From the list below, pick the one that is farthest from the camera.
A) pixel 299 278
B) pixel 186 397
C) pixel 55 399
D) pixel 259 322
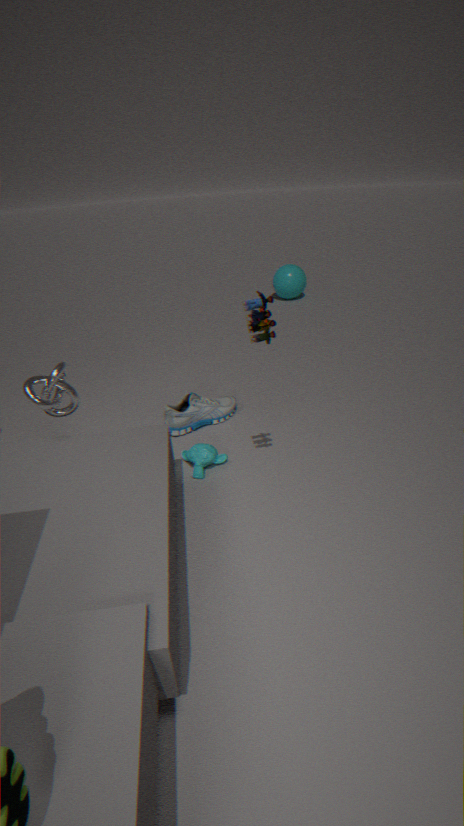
pixel 299 278
